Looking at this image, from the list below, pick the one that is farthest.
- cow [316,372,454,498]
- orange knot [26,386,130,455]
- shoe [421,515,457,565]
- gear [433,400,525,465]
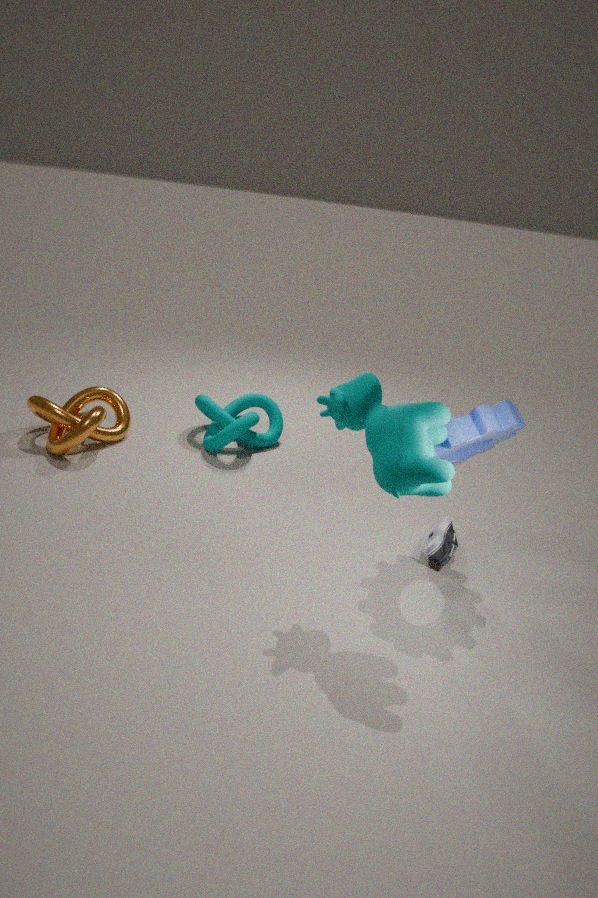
orange knot [26,386,130,455]
